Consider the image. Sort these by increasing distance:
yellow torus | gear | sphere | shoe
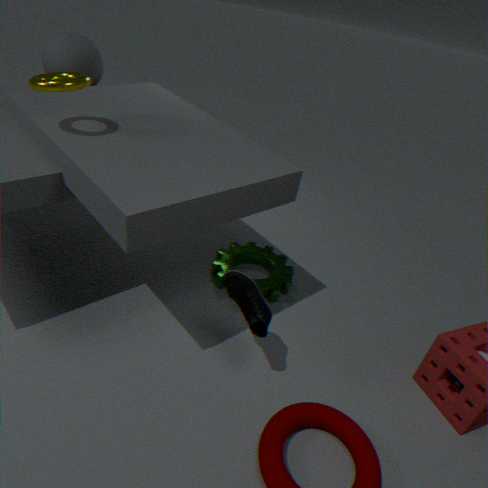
yellow torus
shoe
sphere
gear
